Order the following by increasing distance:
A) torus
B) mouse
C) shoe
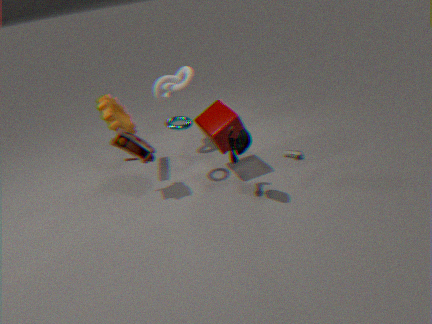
mouse → torus → shoe
